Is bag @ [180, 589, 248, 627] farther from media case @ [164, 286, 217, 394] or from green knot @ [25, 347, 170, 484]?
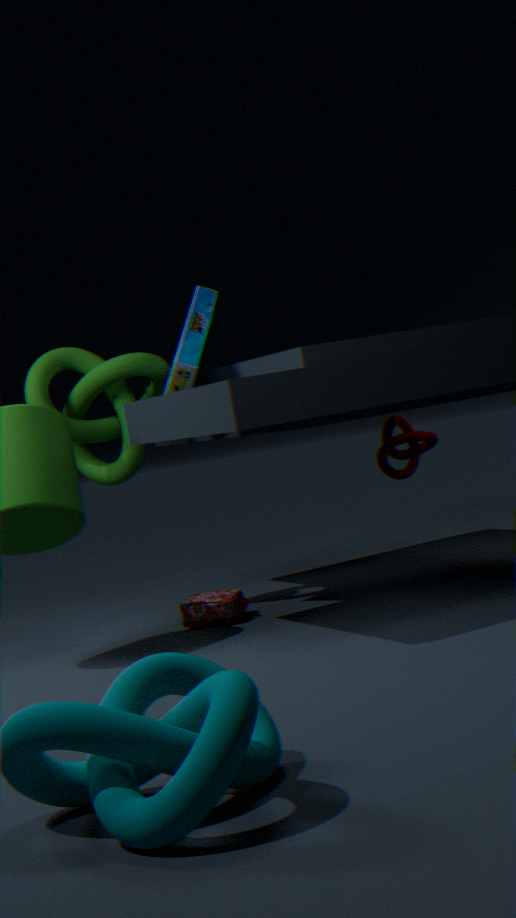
media case @ [164, 286, 217, 394]
